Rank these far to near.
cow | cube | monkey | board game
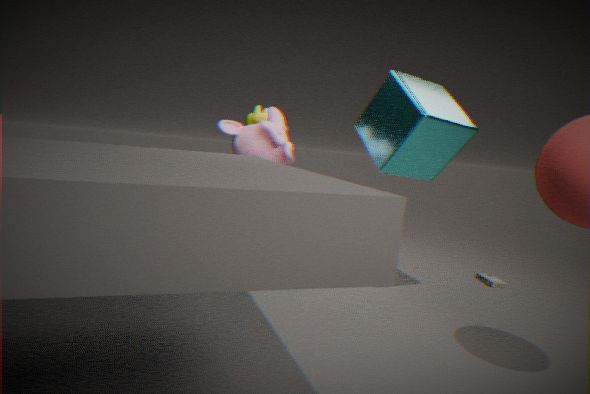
board game < cow < monkey < cube
